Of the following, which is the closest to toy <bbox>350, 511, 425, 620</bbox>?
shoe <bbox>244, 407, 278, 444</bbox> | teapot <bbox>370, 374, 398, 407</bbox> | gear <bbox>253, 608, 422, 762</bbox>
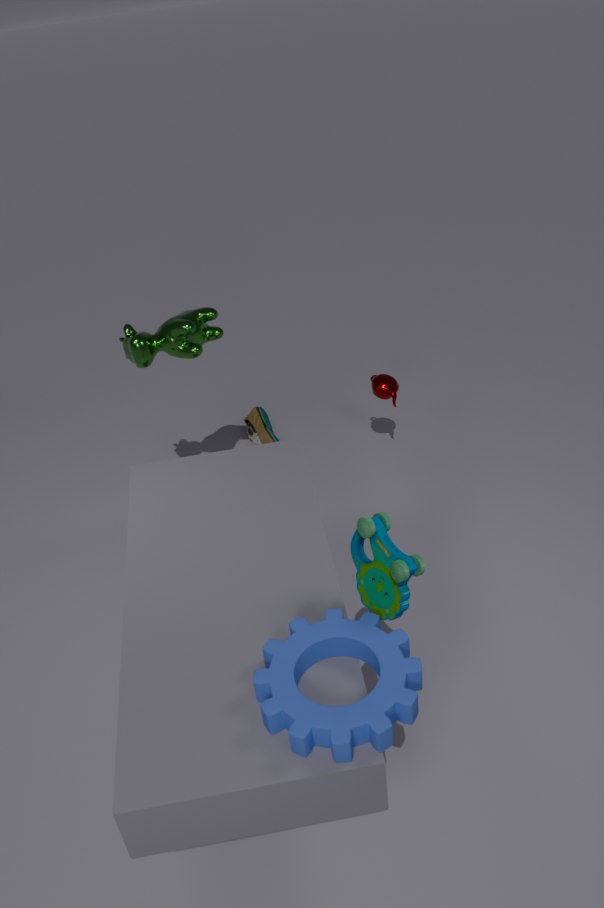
gear <bbox>253, 608, 422, 762</bbox>
